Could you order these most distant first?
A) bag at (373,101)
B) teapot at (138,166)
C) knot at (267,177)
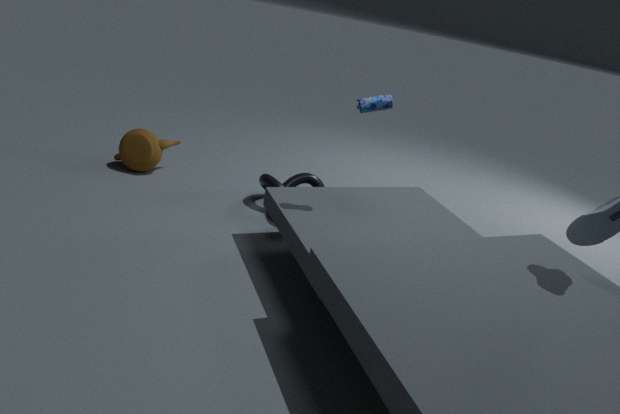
teapot at (138,166) → knot at (267,177) → bag at (373,101)
